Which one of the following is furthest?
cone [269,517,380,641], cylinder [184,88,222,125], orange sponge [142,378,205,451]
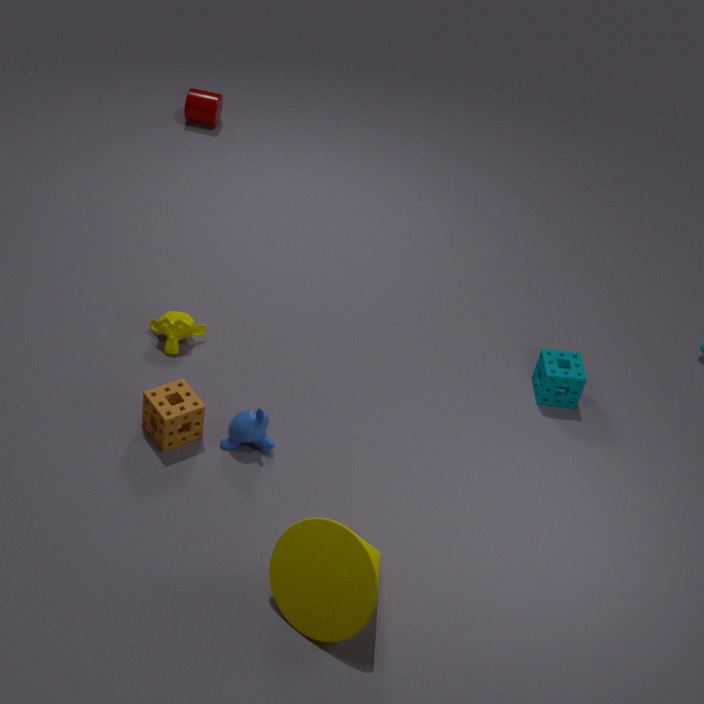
cylinder [184,88,222,125]
